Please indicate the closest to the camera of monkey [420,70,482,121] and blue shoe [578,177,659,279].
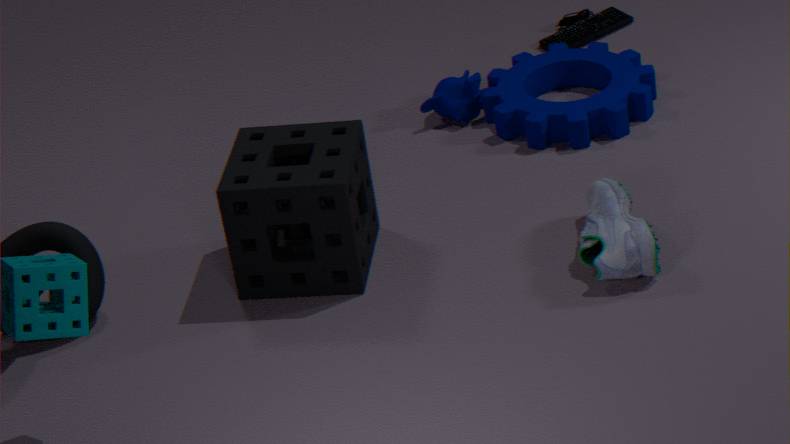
blue shoe [578,177,659,279]
